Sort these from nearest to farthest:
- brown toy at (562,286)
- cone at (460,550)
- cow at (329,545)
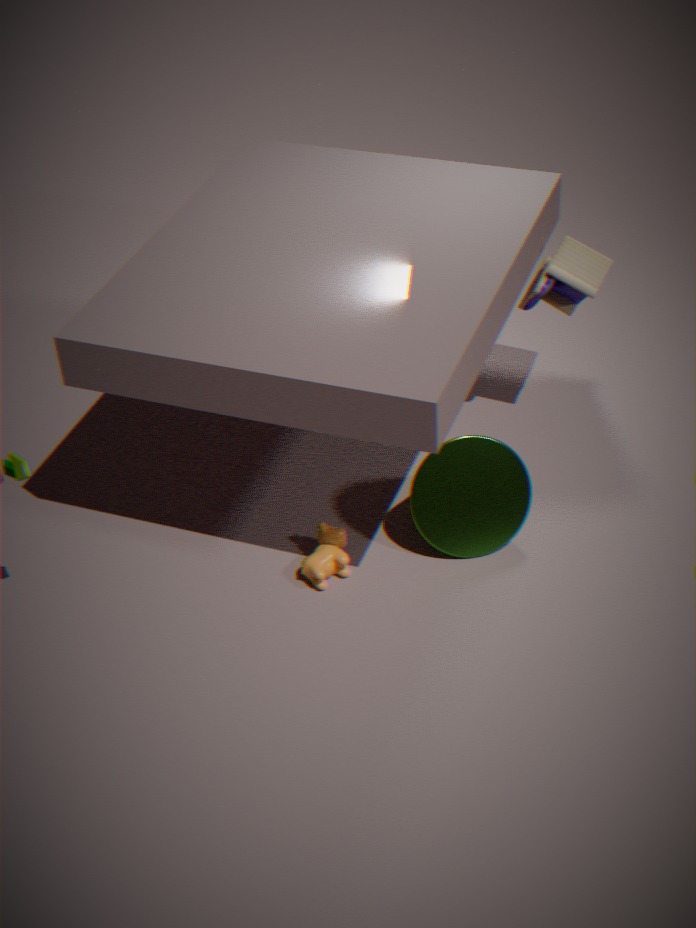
cow at (329,545) → cone at (460,550) → brown toy at (562,286)
